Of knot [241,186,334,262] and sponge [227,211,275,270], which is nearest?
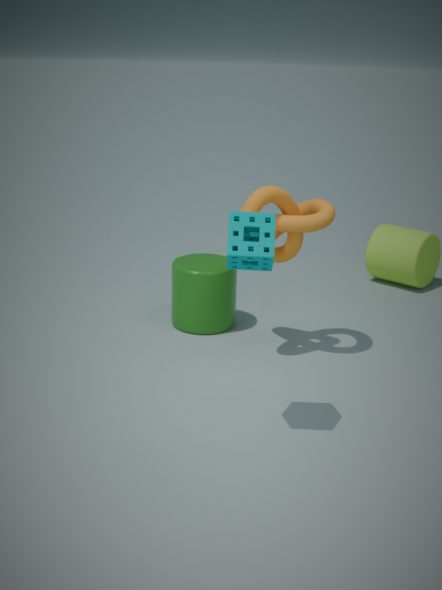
sponge [227,211,275,270]
